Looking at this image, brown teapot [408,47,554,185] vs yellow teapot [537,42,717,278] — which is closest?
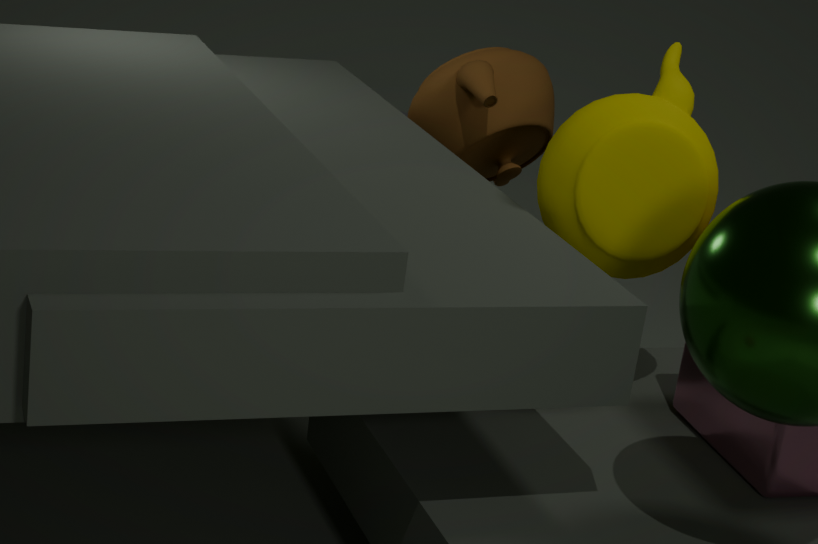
yellow teapot [537,42,717,278]
